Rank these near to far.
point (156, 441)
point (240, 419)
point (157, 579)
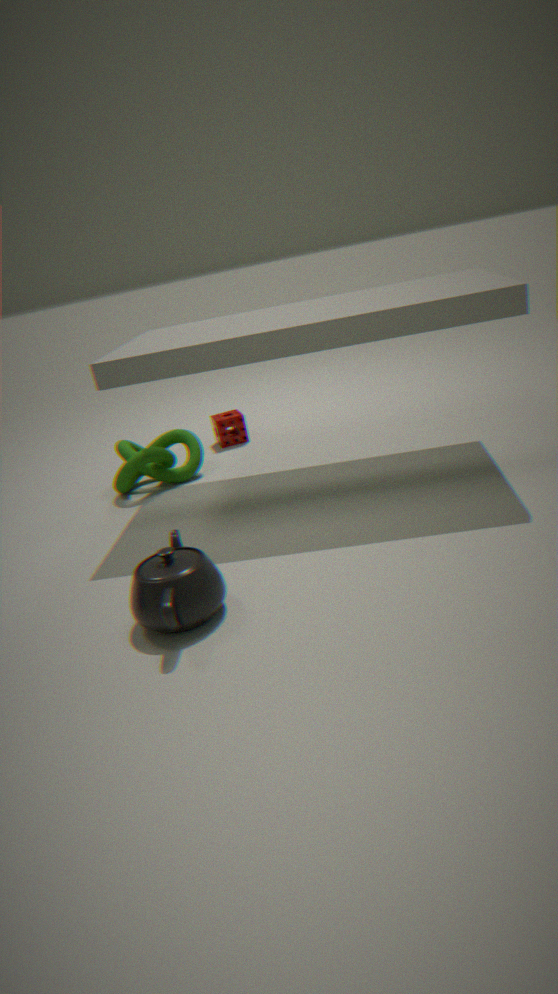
point (157, 579), point (156, 441), point (240, 419)
